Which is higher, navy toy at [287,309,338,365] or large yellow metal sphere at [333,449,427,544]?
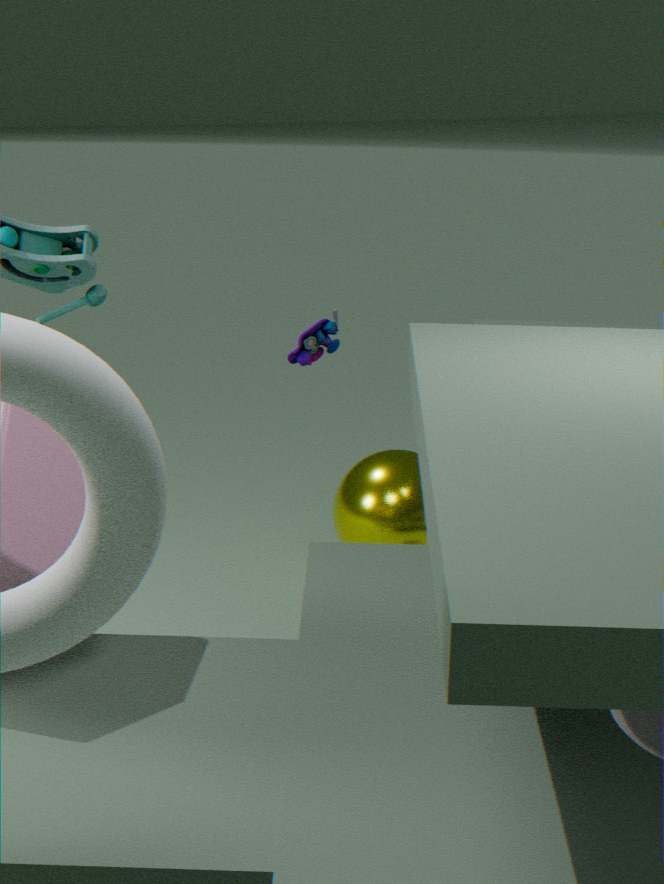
navy toy at [287,309,338,365]
